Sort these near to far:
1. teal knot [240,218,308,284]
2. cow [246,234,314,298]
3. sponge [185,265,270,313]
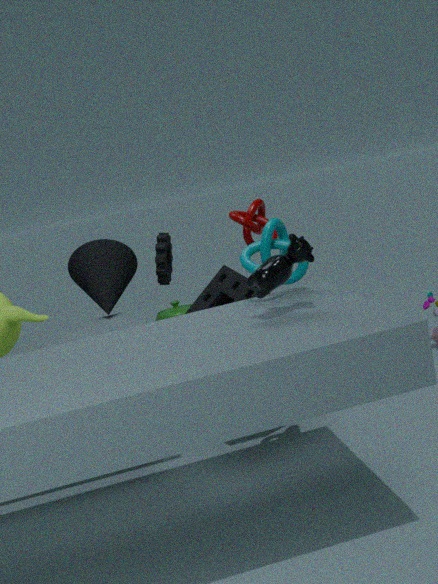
cow [246,234,314,298] → teal knot [240,218,308,284] → sponge [185,265,270,313]
